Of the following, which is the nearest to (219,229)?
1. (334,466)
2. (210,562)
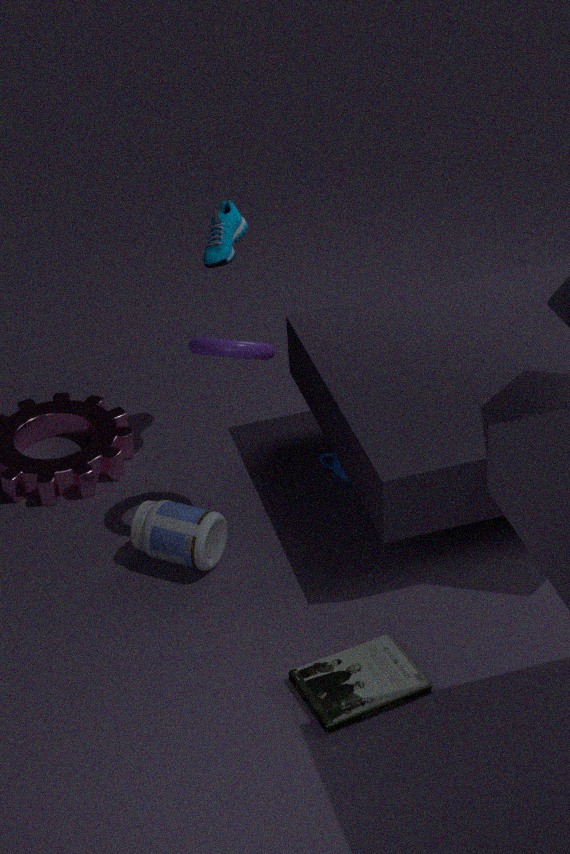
(334,466)
